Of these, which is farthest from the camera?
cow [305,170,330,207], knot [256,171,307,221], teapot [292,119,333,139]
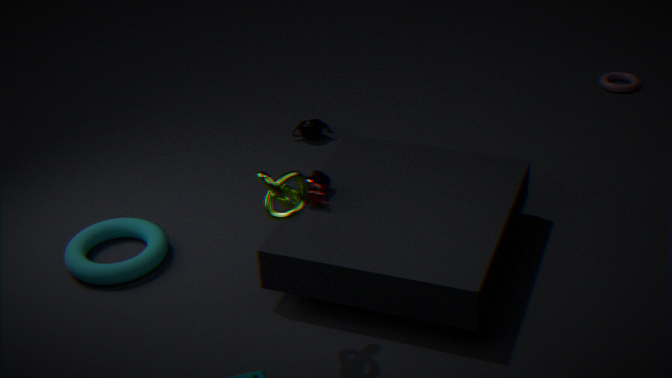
teapot [292,119,333,139]
